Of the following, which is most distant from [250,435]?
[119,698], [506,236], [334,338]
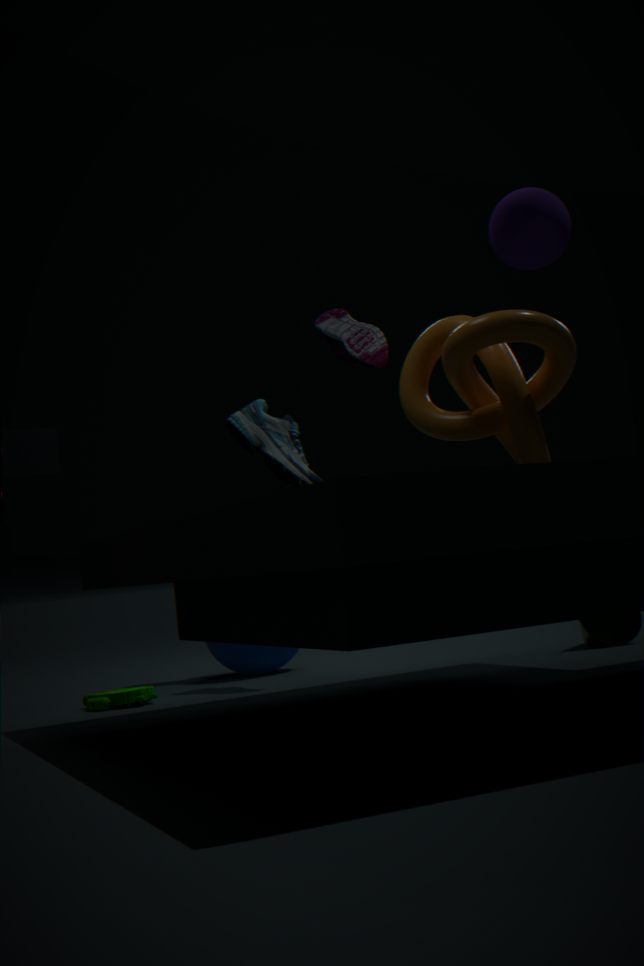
[506,236]
